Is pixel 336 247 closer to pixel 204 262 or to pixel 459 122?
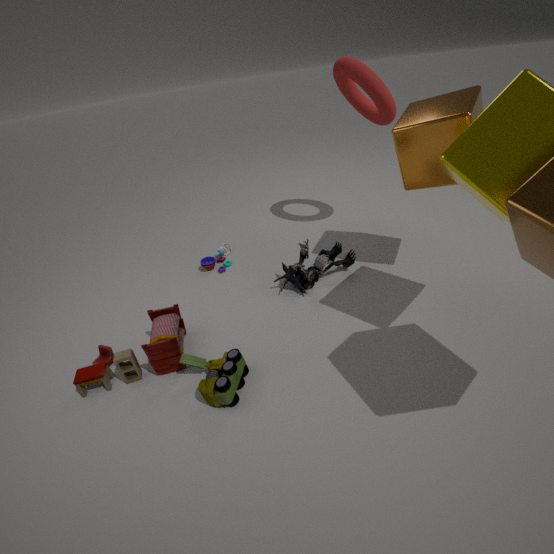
pixel 204 262
